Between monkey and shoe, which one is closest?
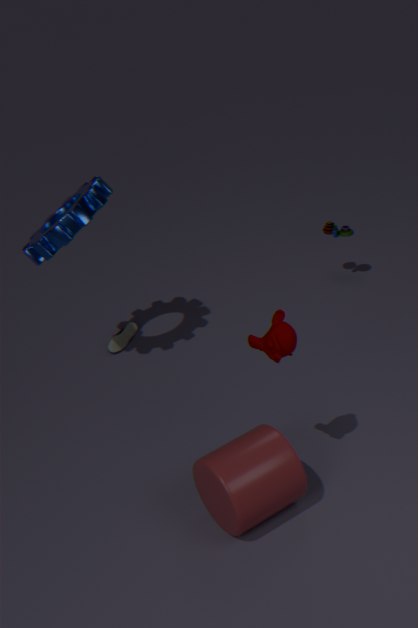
monkey
